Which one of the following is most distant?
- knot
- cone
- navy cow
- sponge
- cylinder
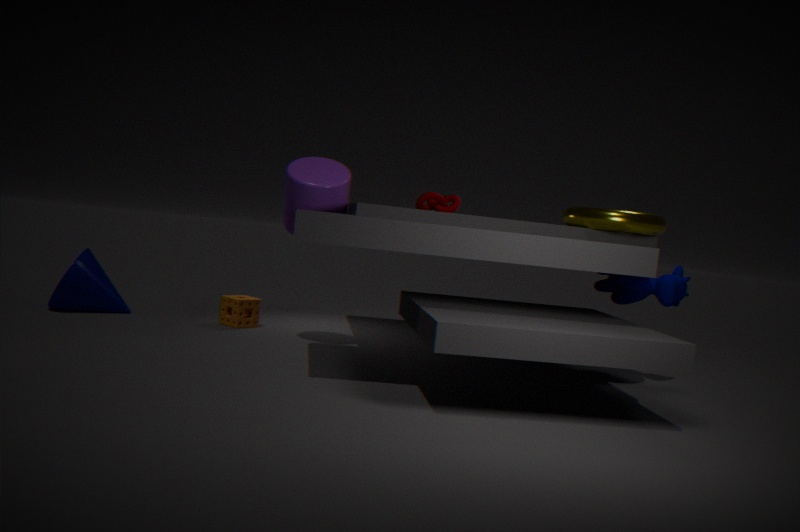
sponge
